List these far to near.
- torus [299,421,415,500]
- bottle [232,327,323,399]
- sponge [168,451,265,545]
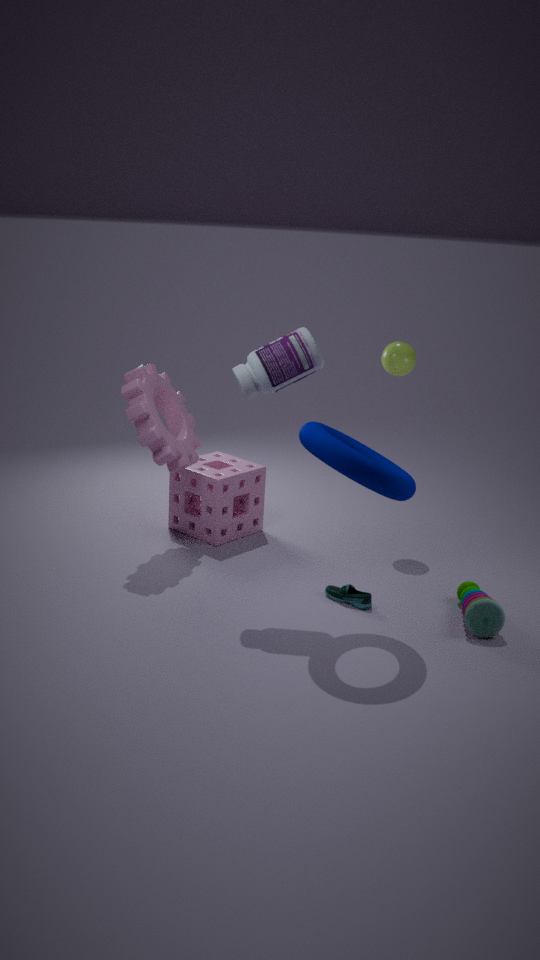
sponge [168,451,265,545] → bottle [232,327,323,399] → torus [299,421,415,500]
